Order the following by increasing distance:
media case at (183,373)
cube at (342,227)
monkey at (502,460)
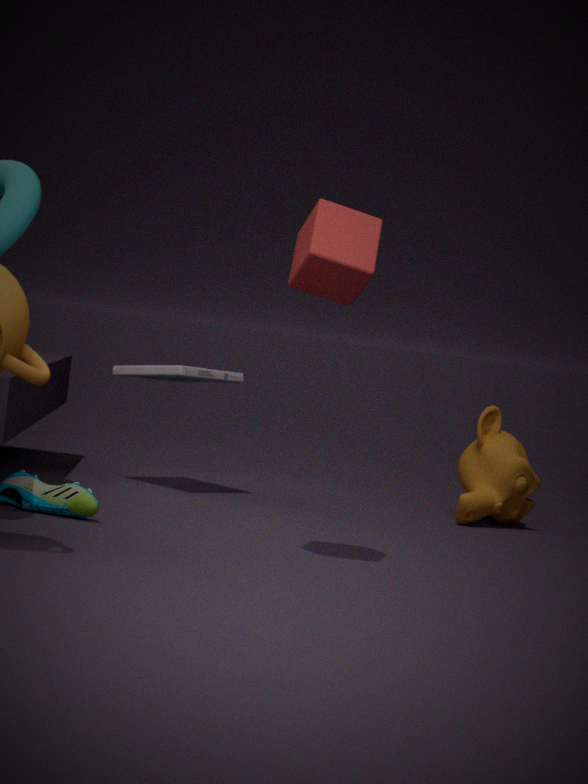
1. cube at (342,227)
2. media case at (183,373)
3. monkey at (502,460)
